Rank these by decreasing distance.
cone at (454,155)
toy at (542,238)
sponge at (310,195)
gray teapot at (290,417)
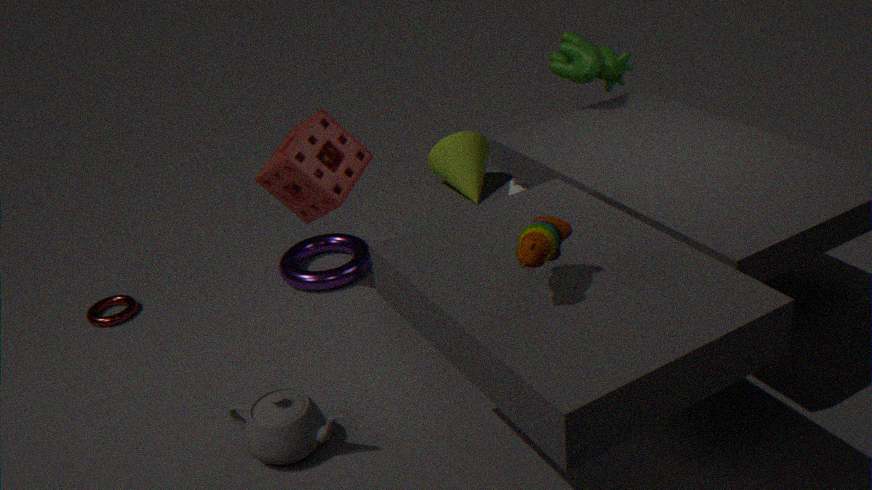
cone at (454,155) < sponge at (310,195) < gray teapot at (290,417) < toy at (542,238)
